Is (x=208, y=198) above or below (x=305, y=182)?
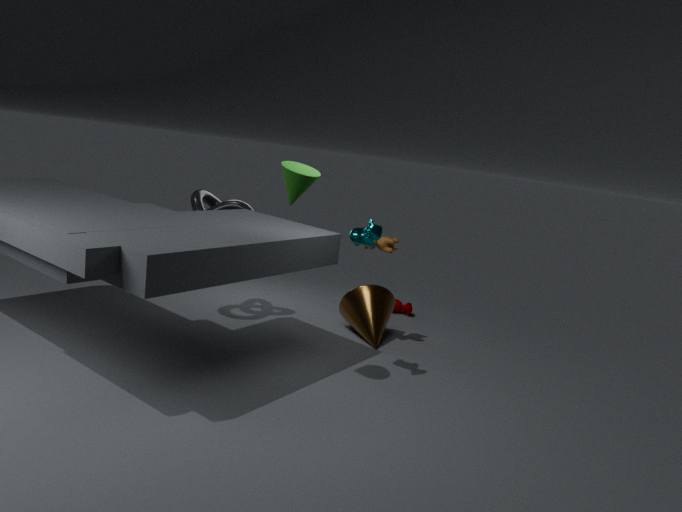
below
